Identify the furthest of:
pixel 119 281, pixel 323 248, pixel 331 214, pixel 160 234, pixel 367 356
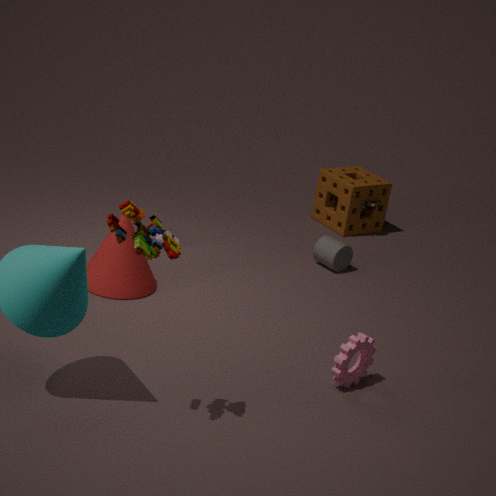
pixel 331 214
